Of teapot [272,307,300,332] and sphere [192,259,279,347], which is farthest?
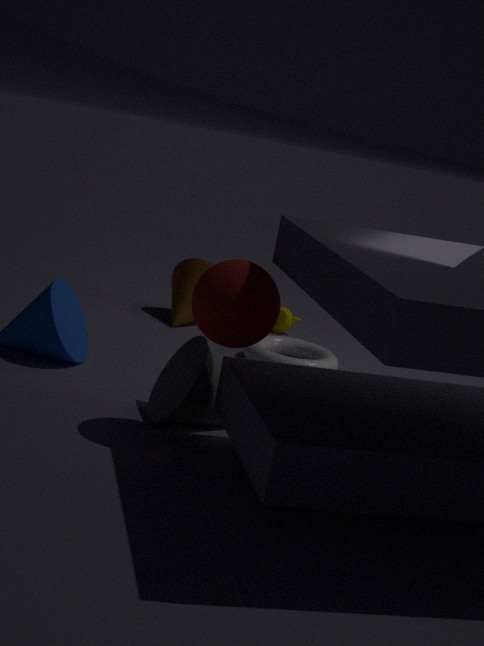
teapot [272,307,300,332]
